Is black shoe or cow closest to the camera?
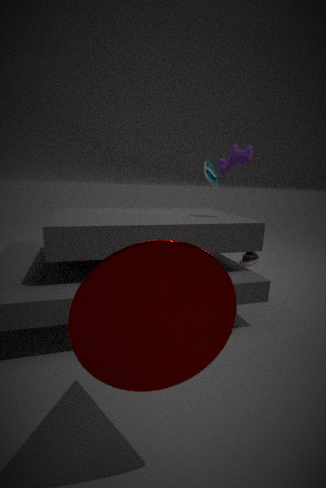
cow
